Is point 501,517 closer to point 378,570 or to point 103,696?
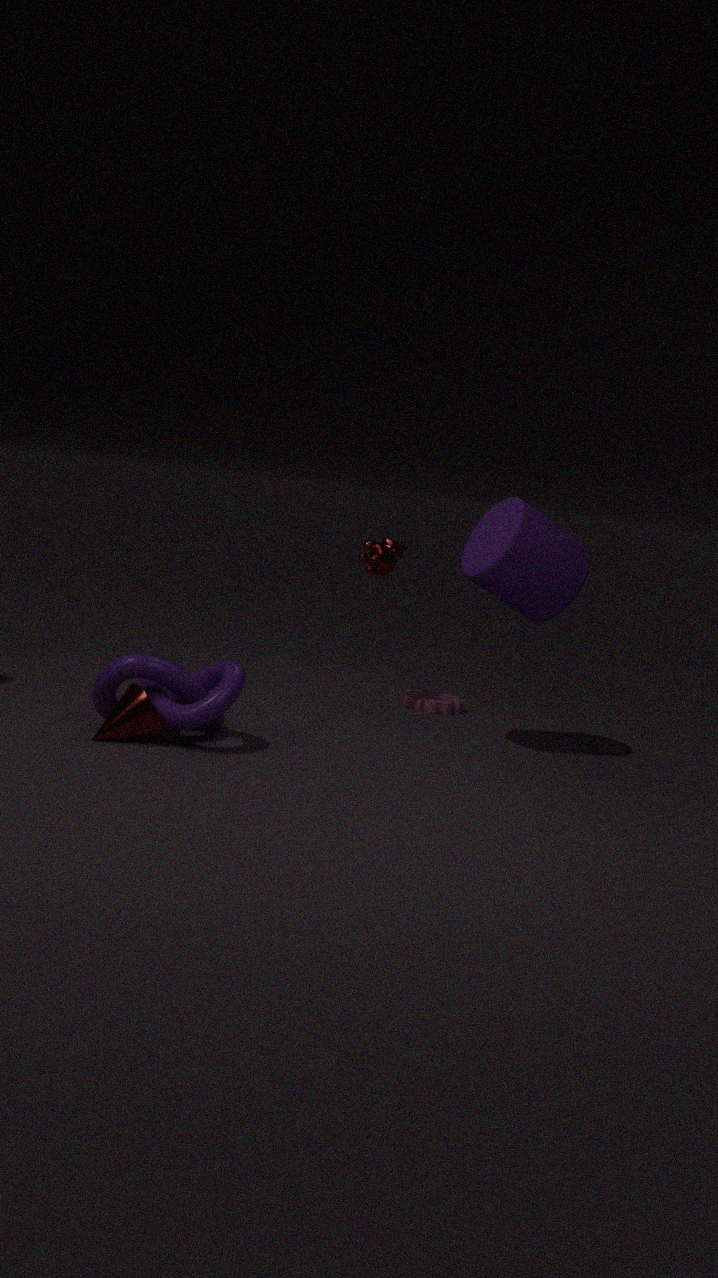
point 378,570
